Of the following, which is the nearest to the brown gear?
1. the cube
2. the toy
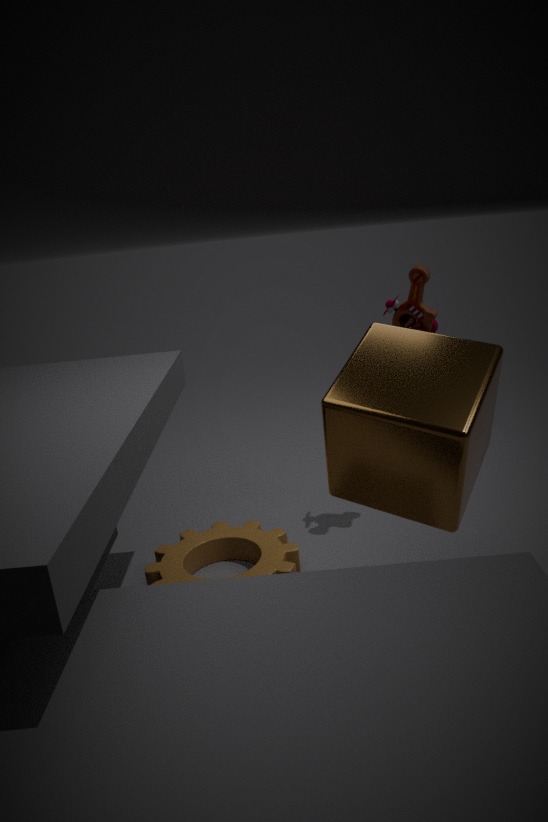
the cube
